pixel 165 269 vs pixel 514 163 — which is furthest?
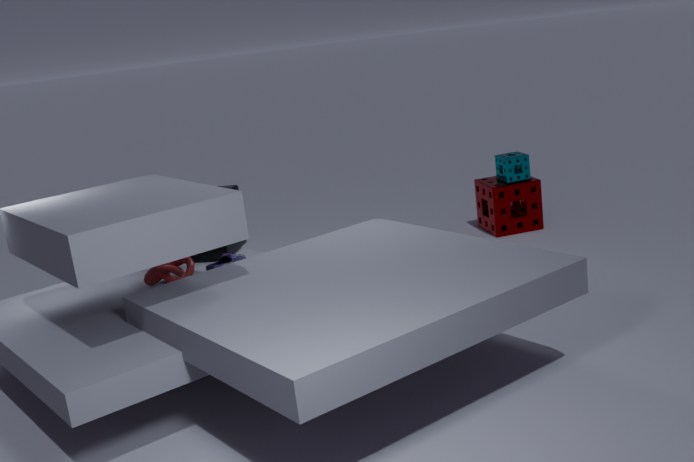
pixel 514 163
